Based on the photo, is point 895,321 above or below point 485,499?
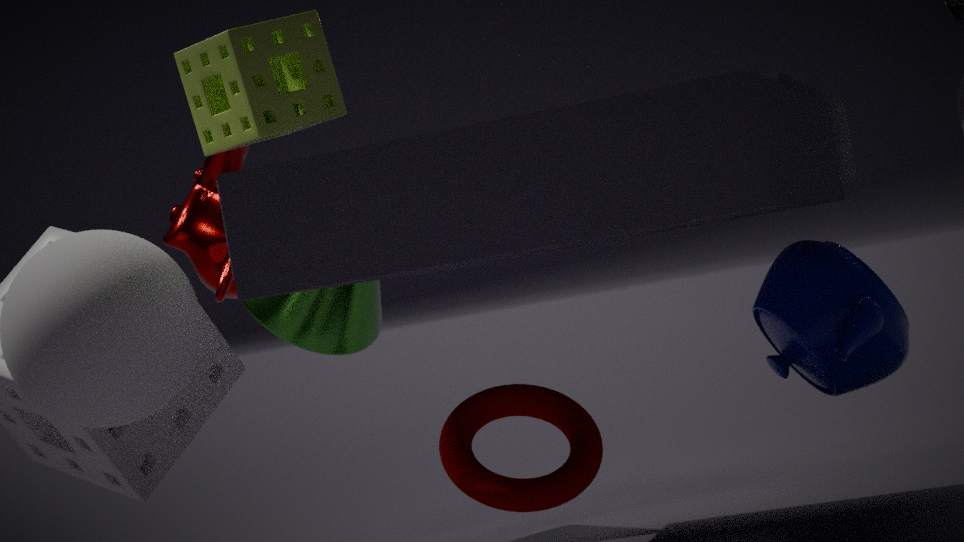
above
